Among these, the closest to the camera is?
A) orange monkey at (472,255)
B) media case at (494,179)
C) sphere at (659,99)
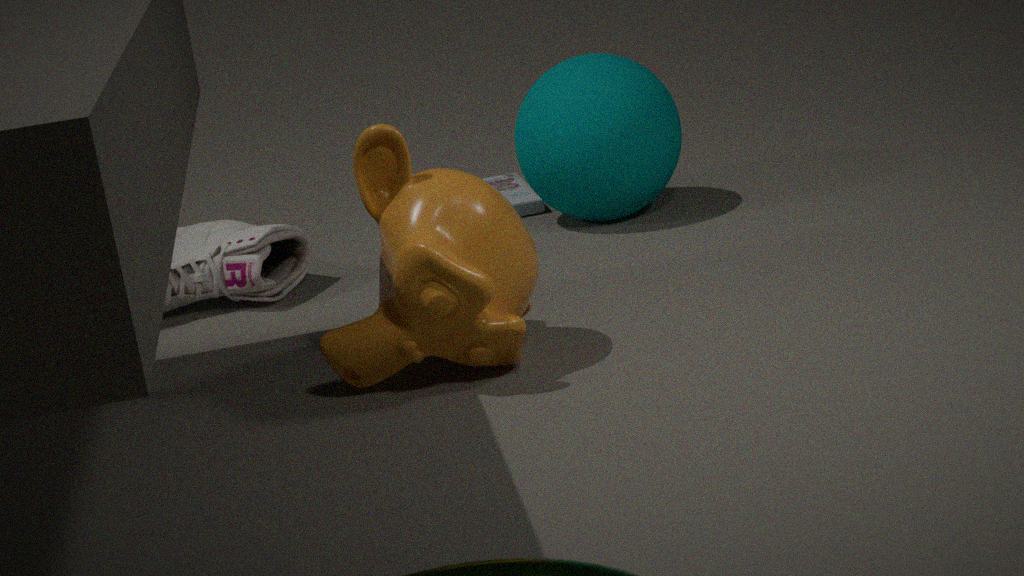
orange monkey at (472,255)
